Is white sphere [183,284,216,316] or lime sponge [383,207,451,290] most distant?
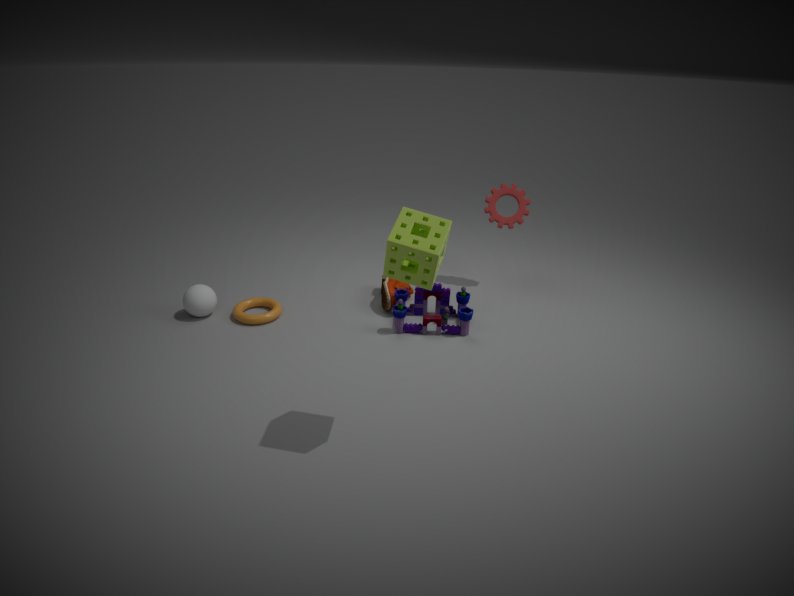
white sphere [183,284,216,316]
